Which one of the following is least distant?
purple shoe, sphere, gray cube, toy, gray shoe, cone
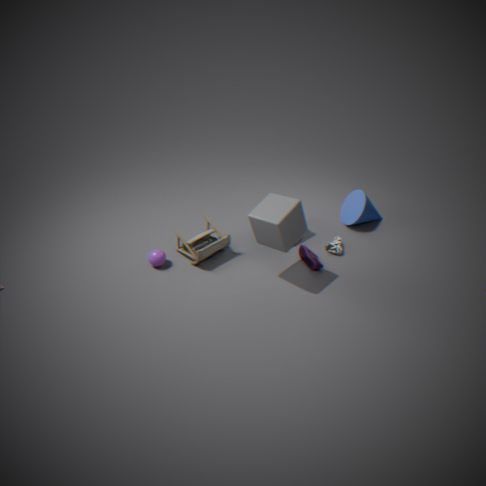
gray cube
